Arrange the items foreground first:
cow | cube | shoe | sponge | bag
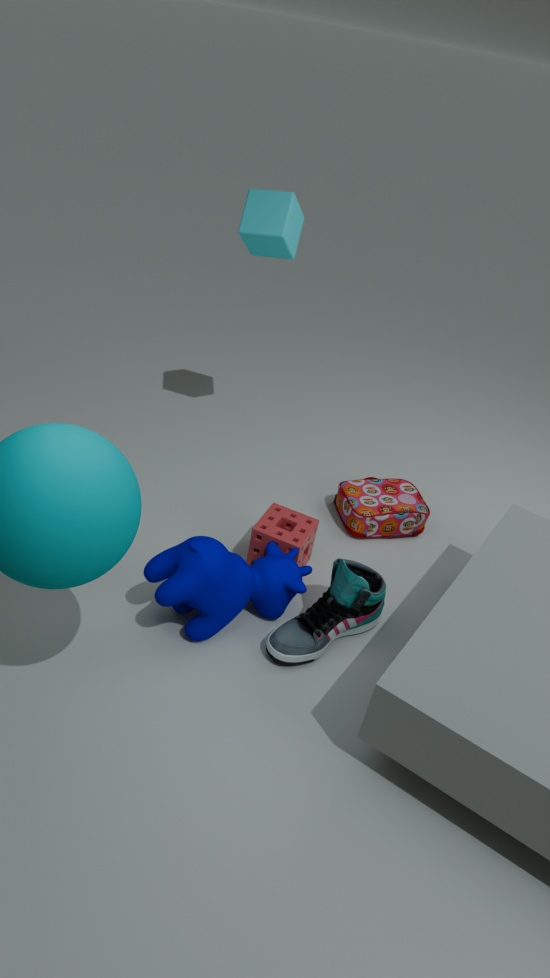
1. cow
2. shoe
3. sponge
4. cube
5. bag
